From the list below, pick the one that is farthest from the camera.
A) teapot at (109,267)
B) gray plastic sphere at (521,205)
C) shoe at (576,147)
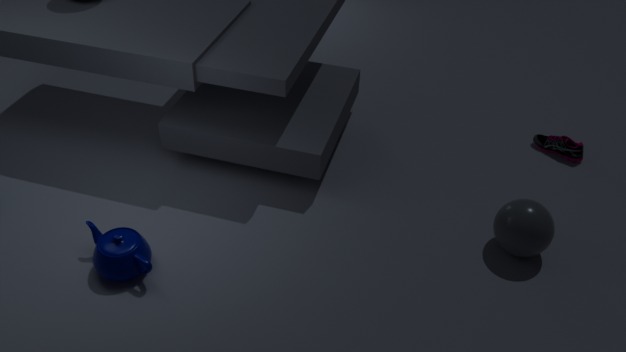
shoe at (576,147)
